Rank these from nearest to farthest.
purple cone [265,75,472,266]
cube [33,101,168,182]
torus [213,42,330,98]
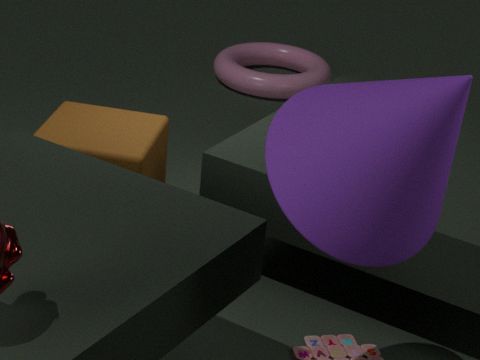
1. purple cone [265,75,472,266]
2. cube [33,101,168,182]
3. torus [213,42,330,98]
